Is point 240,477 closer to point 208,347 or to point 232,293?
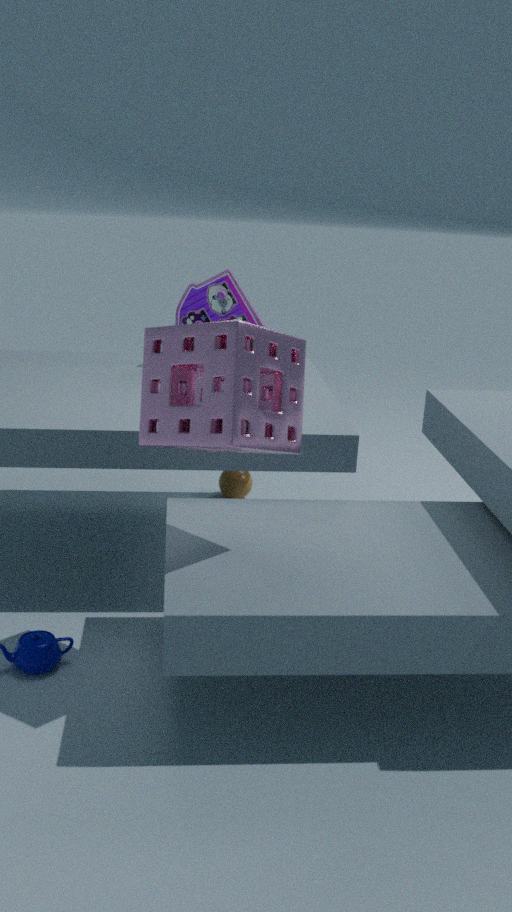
point 232,293
